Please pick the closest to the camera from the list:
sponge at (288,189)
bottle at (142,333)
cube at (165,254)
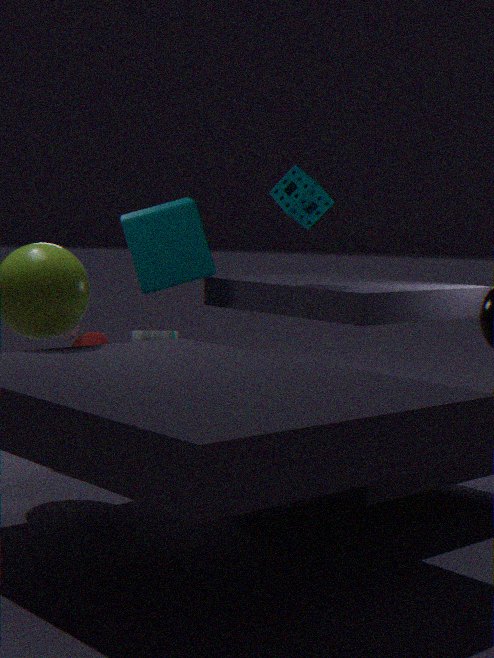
sponge at (288,189)
